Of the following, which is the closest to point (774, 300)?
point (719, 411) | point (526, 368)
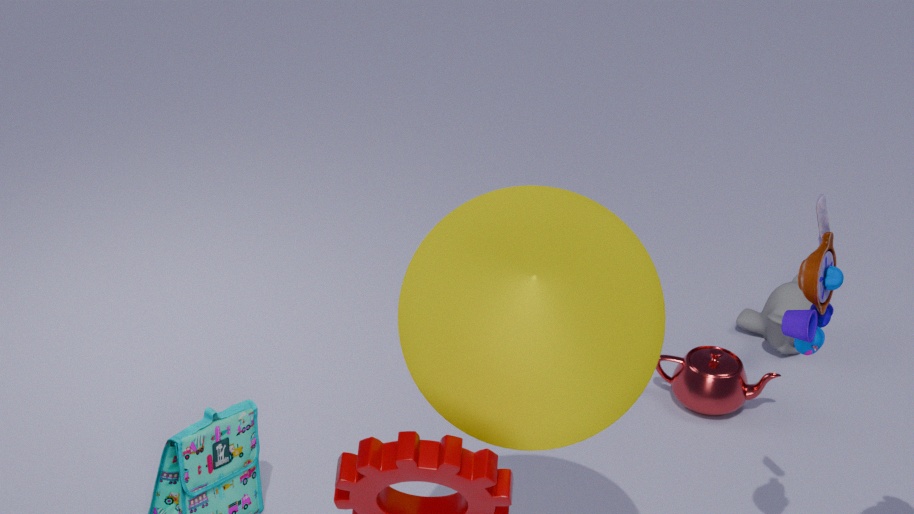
point (719, 411)
